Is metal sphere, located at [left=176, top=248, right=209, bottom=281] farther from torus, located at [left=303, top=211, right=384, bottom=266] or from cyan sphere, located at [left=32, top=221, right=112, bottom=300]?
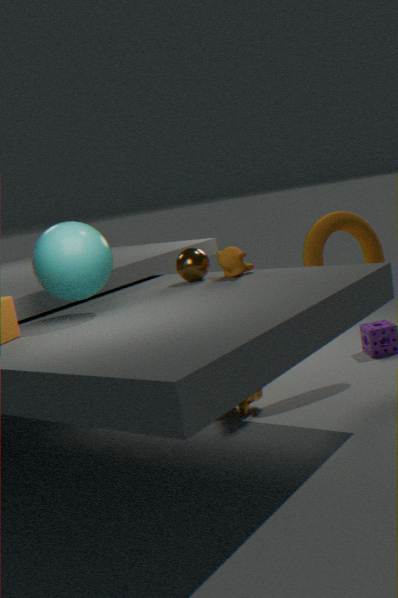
torus, located at [left=303, top=211, right=384, bottom=266]
